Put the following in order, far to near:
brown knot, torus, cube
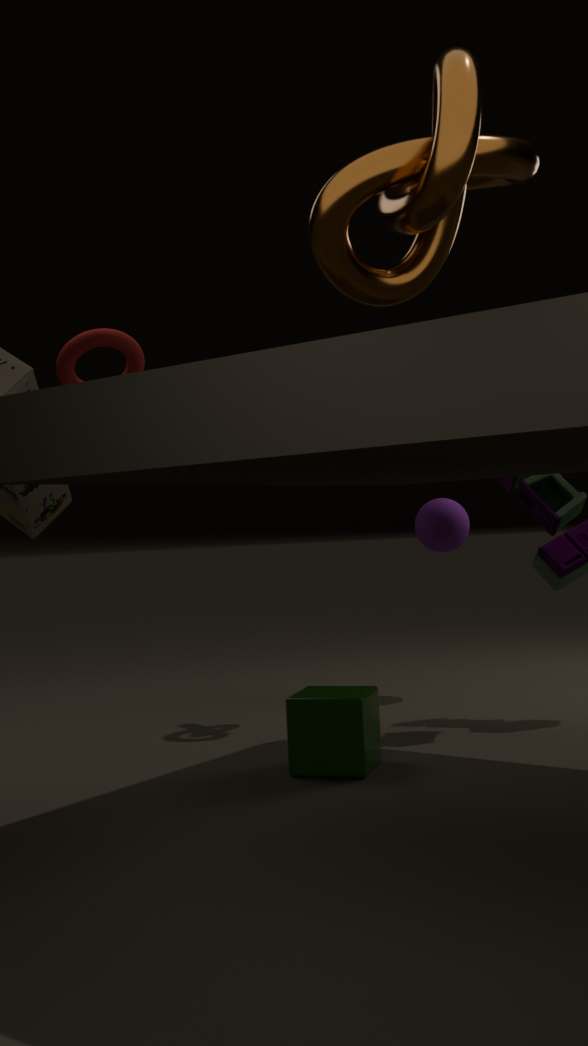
torus, cube, brown knot
